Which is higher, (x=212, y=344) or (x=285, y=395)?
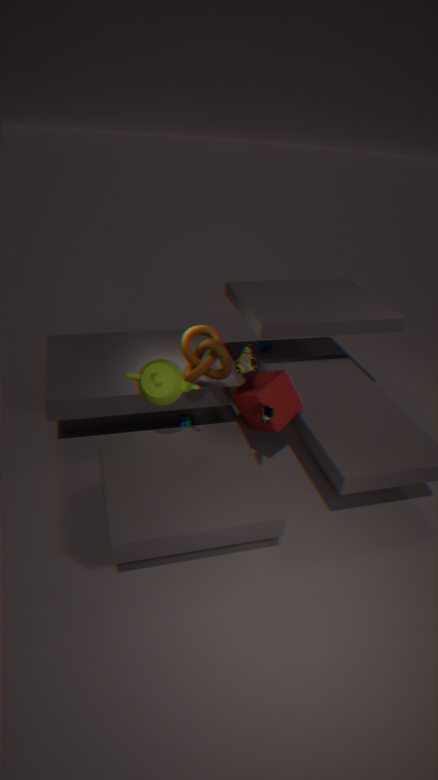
(x=212, y=344)
